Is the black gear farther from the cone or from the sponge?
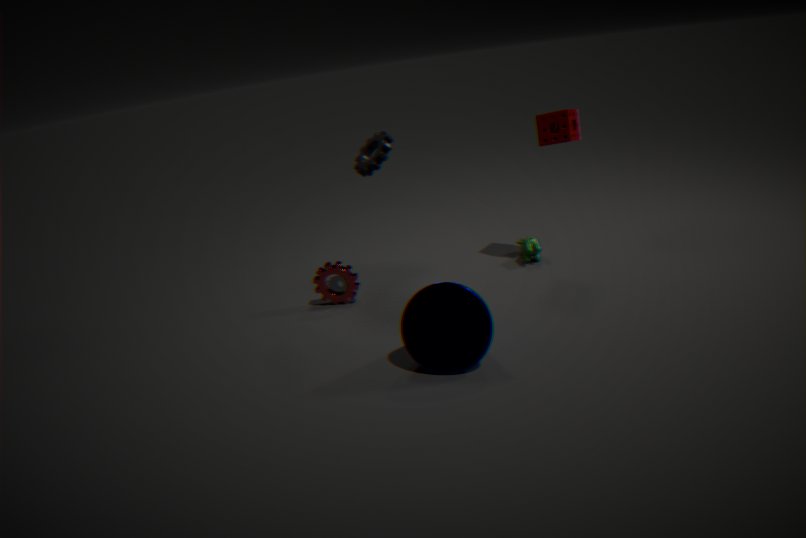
the sponge
